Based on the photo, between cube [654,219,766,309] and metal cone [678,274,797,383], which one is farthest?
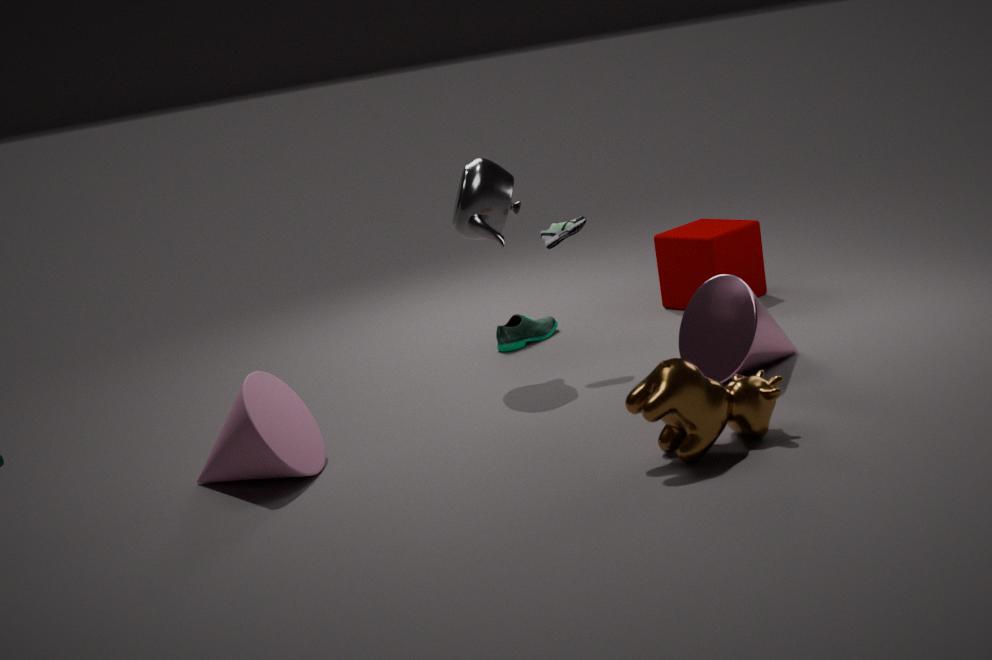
cube [654,219,766,309]
